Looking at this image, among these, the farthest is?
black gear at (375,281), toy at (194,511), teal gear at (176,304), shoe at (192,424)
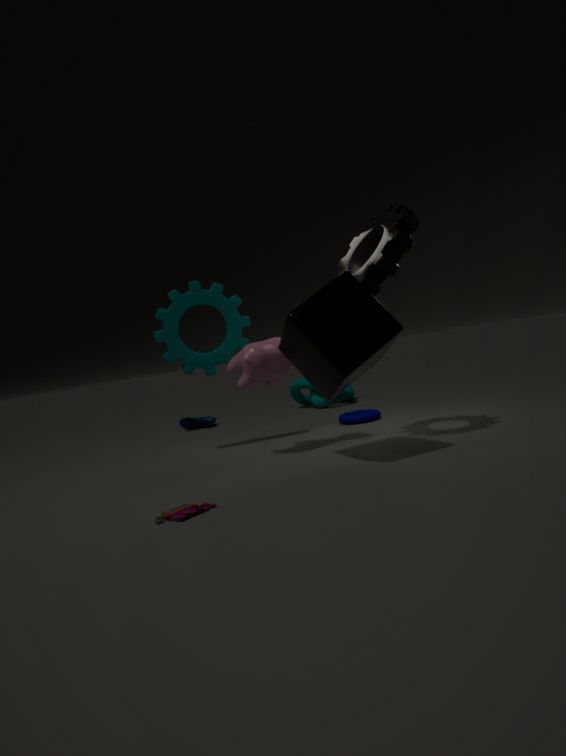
shoe at (192,424)
